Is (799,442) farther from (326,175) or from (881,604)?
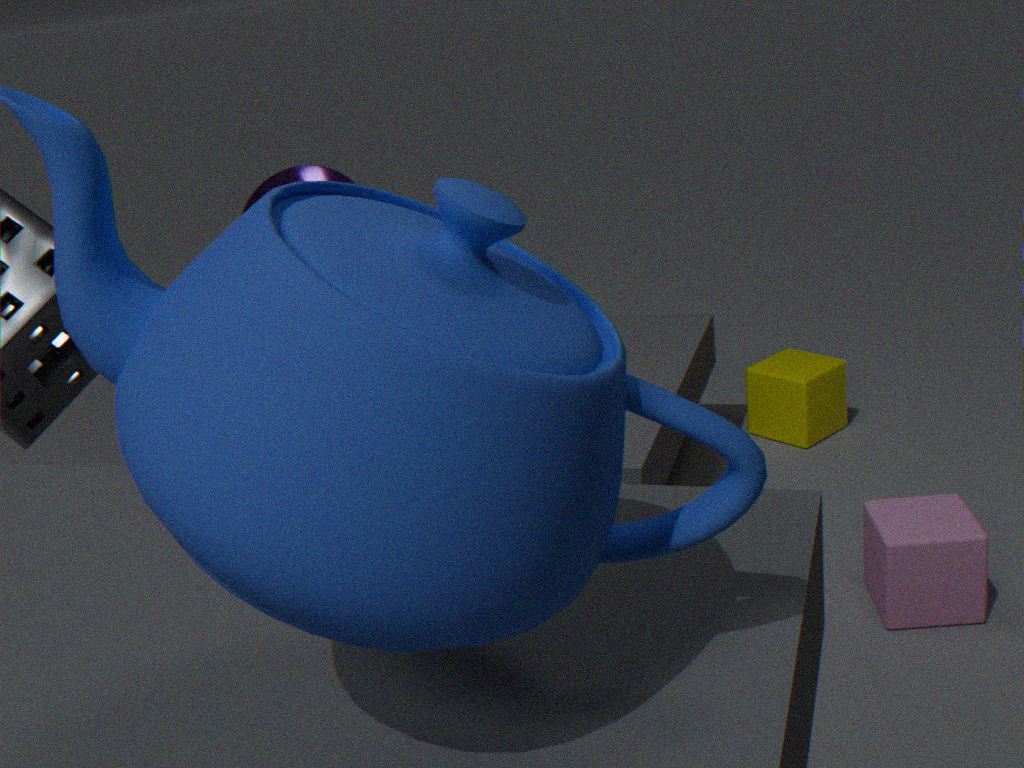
(326,175)
